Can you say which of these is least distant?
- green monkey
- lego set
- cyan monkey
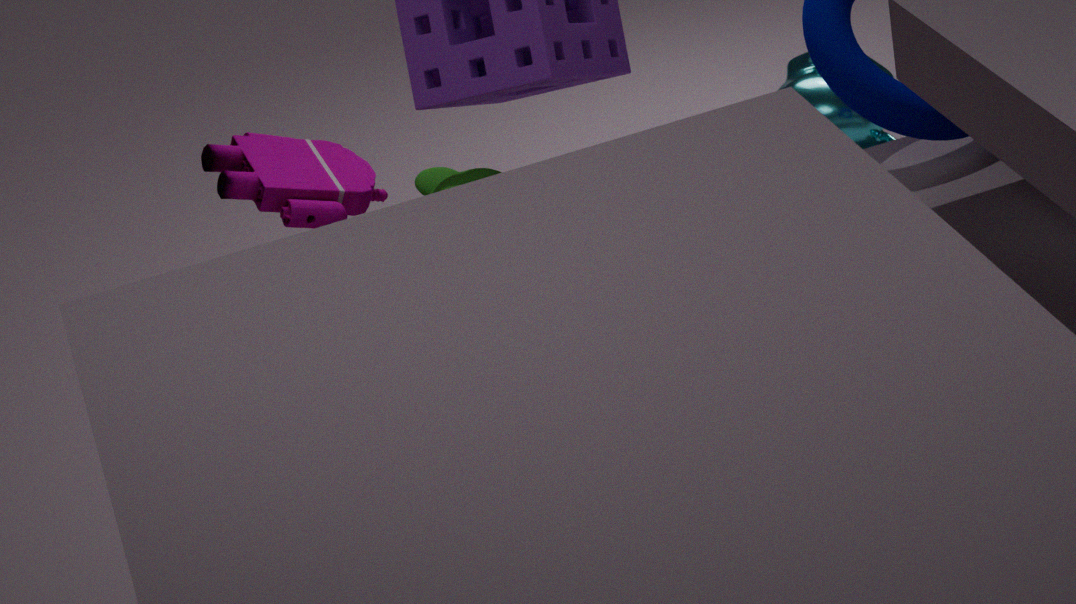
lego set
